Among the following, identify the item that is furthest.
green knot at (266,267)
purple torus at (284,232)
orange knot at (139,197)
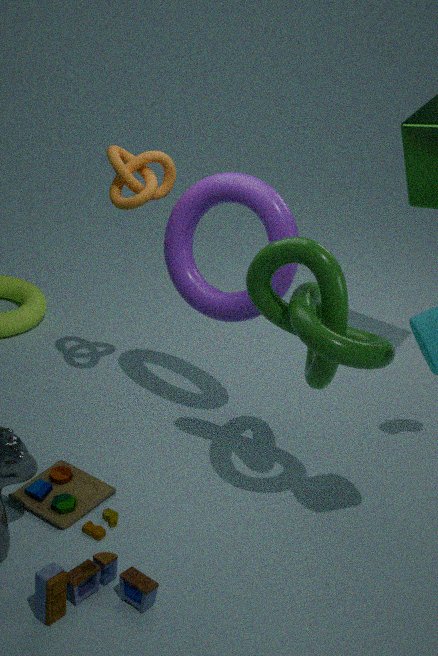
orange knot at (139,197)
